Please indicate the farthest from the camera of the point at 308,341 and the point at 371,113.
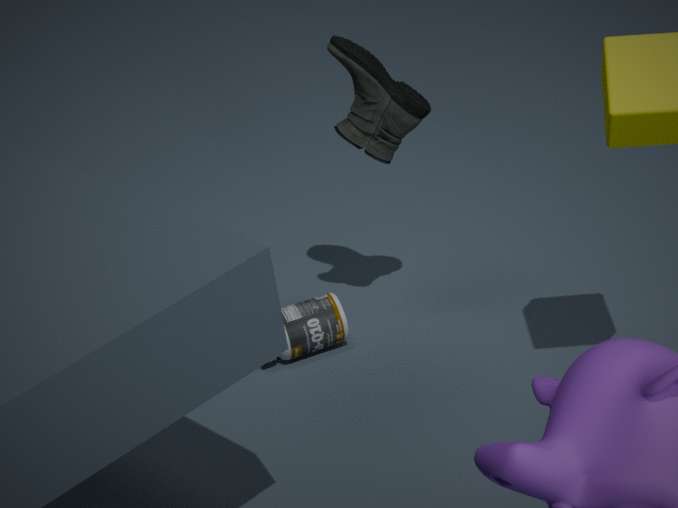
the point at 308,341
